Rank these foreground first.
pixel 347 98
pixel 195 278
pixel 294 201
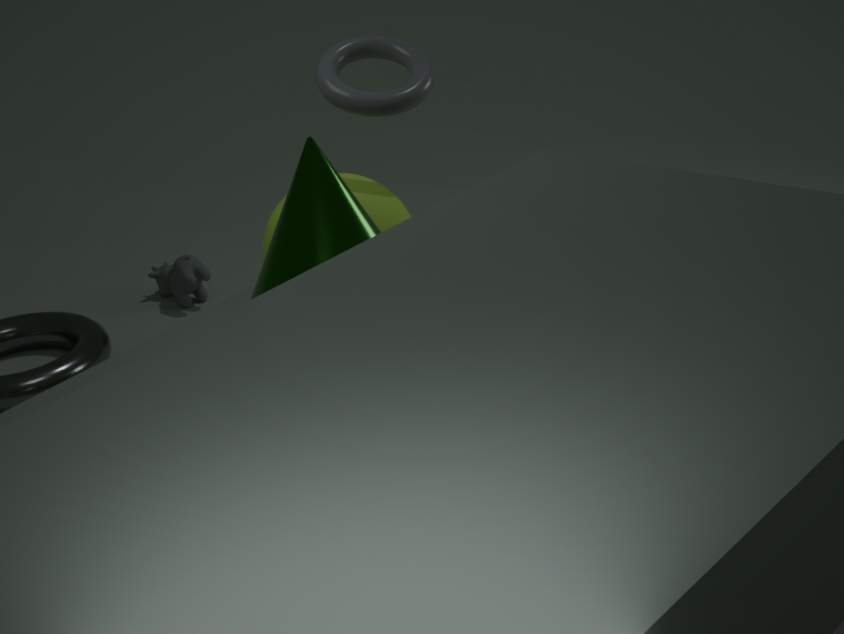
pixel 294 201 < pixel 347 98 < pixel 195 278
